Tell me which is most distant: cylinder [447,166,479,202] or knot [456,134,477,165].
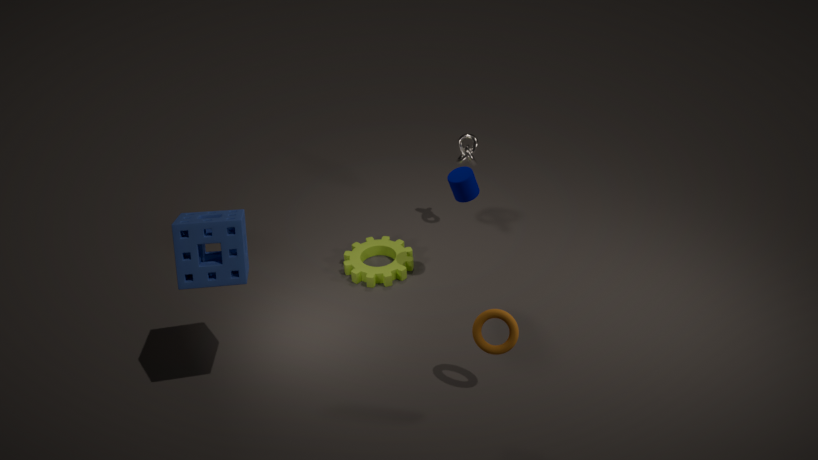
knot [456,134,477,165]
